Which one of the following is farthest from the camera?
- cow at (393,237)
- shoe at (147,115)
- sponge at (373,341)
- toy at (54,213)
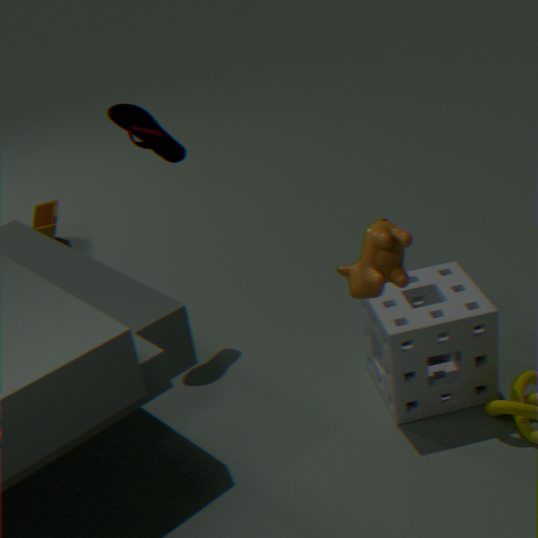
toy at (54,213)
